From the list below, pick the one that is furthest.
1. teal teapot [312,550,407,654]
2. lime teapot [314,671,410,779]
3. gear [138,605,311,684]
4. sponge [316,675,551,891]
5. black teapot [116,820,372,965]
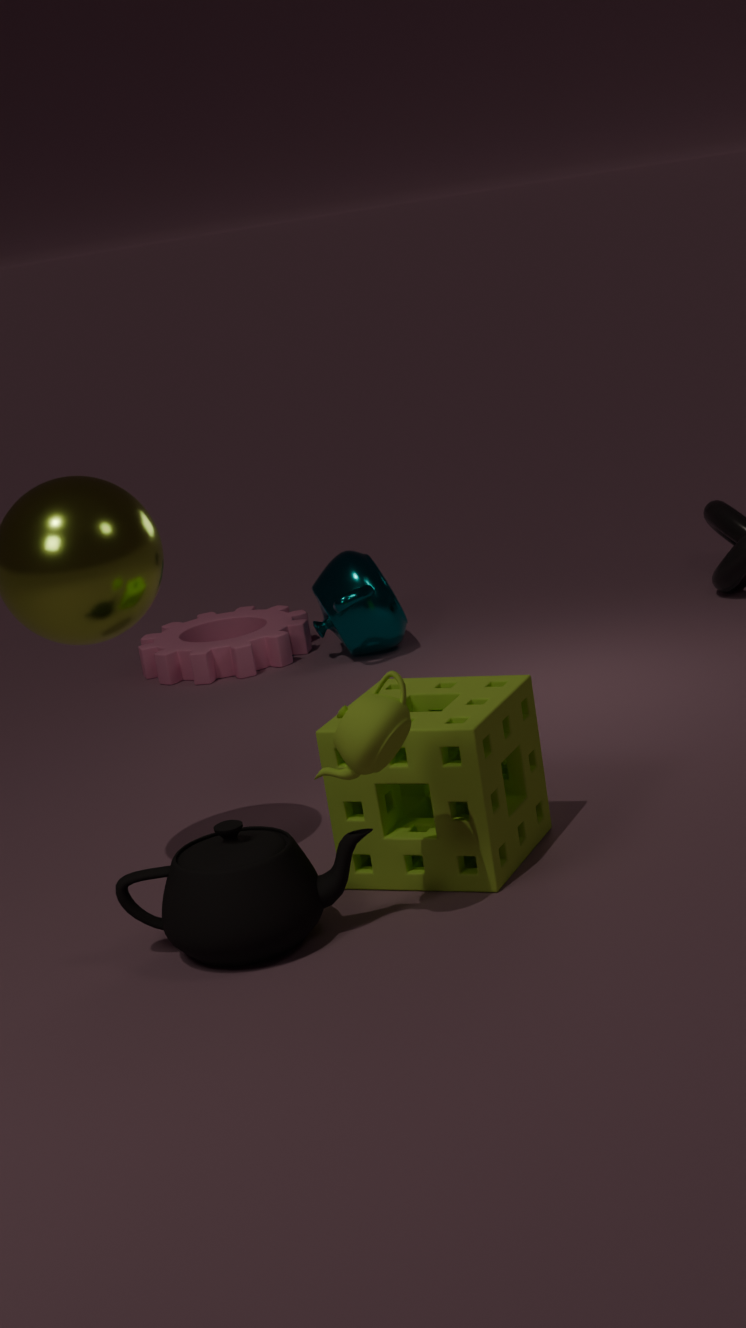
gear [138,605,311,684]
